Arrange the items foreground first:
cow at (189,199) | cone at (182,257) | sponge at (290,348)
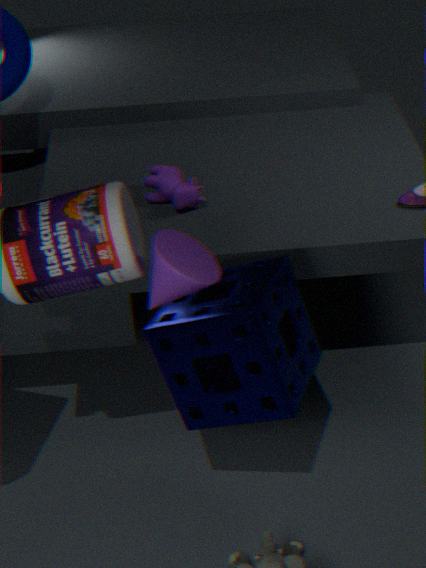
1. cone at (182,257)
2. sponge at (290,348)
3. cow at (189,199)
